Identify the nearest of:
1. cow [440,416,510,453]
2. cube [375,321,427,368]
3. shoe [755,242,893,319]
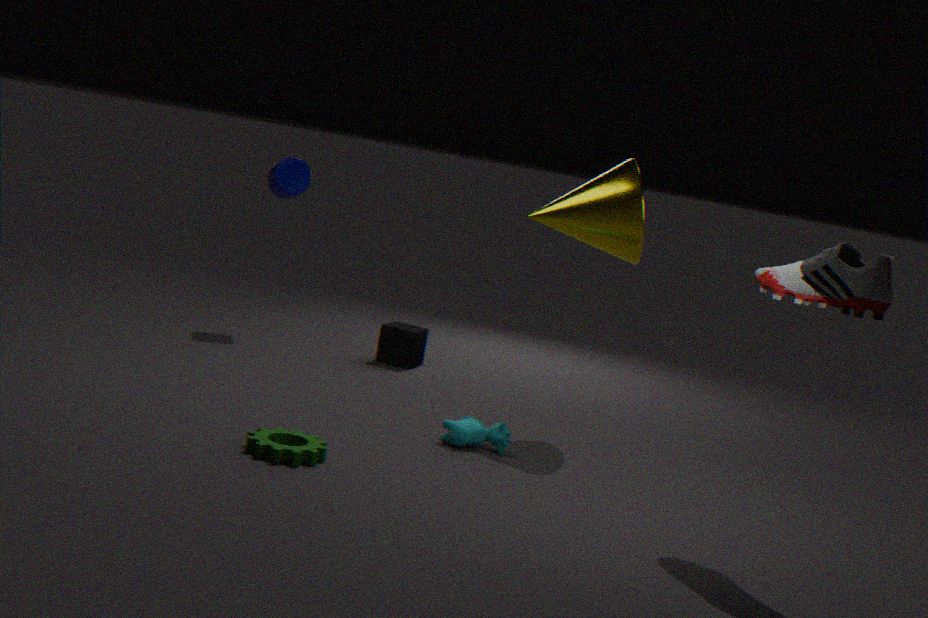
shoe [755,242,893,319]
